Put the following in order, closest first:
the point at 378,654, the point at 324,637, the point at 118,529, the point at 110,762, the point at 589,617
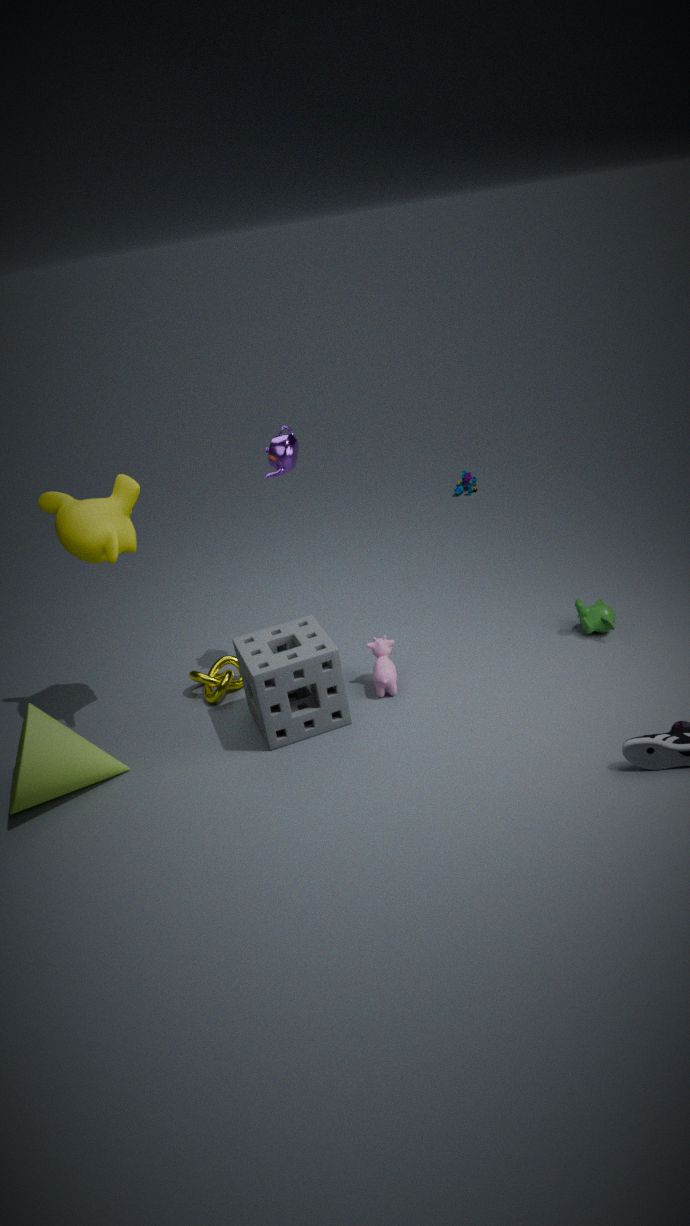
the point at 110,762, the point at 324,637, the point at 118,529, the point at 378,654, the point at 589,617
